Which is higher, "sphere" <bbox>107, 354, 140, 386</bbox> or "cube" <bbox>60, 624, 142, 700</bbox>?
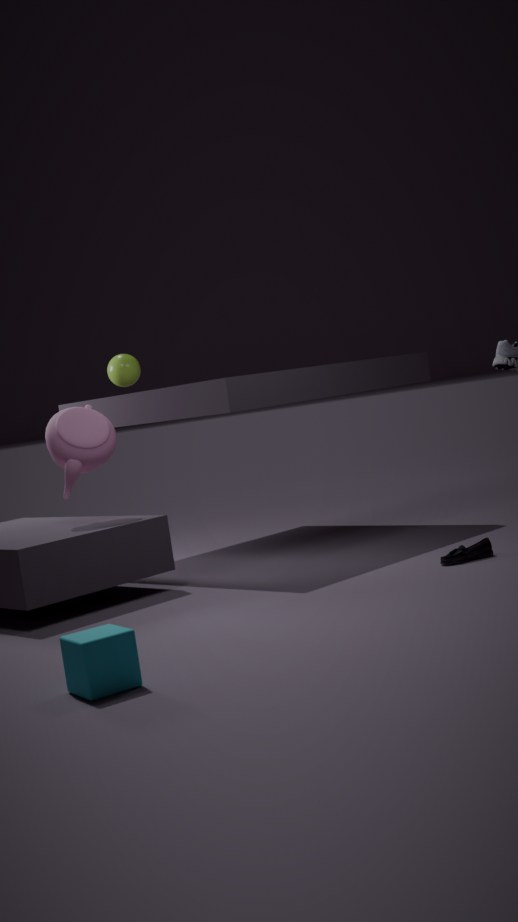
"sphere" <bbox>107, 354, 140, 386</bbox>
